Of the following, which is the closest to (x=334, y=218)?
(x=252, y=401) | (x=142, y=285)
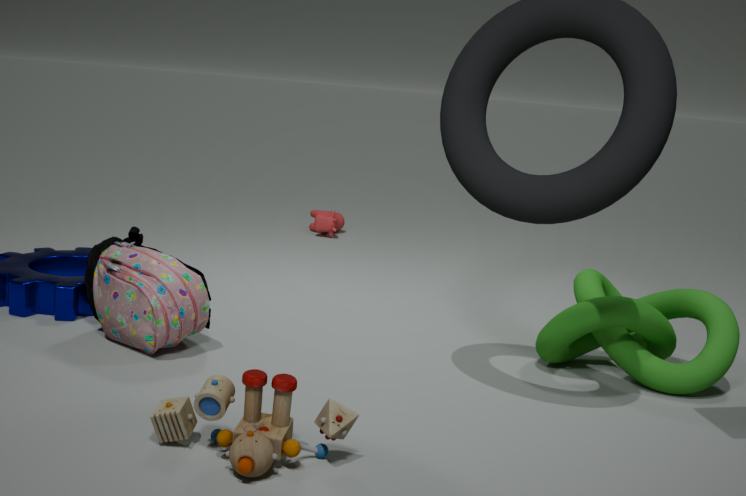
(x=142, y=285)
